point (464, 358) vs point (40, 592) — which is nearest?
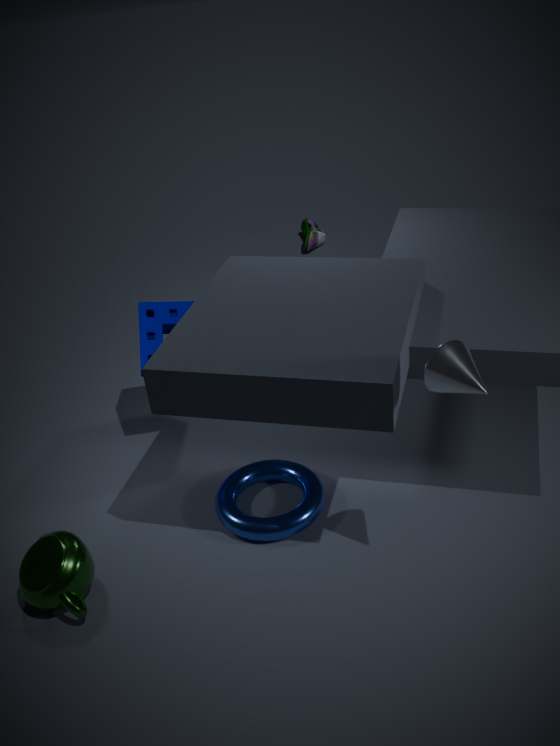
point (464, 358)
